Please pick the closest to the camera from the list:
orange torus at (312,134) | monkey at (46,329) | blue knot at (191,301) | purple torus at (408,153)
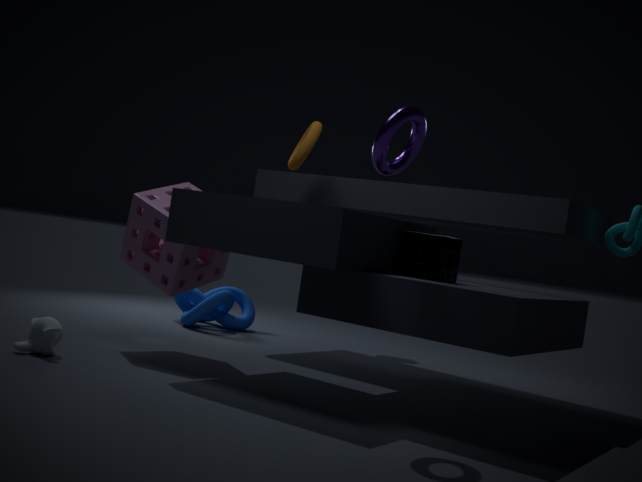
purple torus at (408,153)
